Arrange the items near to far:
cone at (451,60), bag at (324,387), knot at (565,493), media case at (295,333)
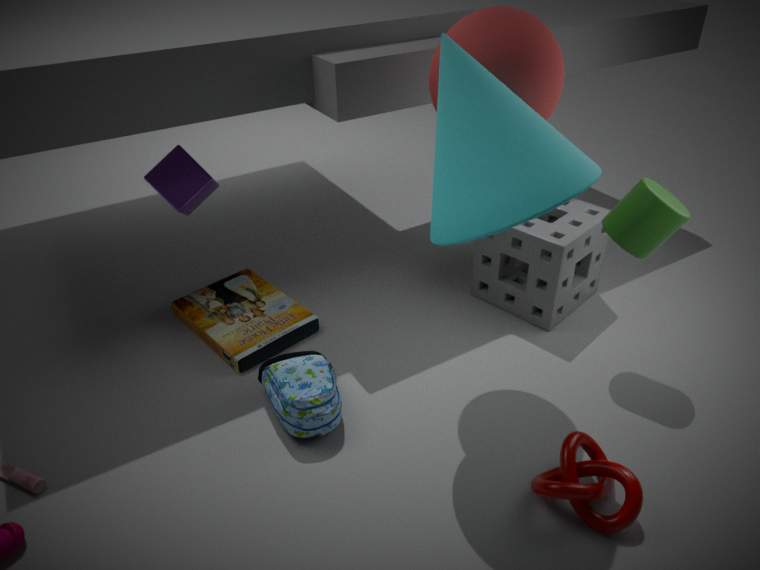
cone at (451,60) → knot at (565,493) → bag at (324,387) → media case at (295,333)
